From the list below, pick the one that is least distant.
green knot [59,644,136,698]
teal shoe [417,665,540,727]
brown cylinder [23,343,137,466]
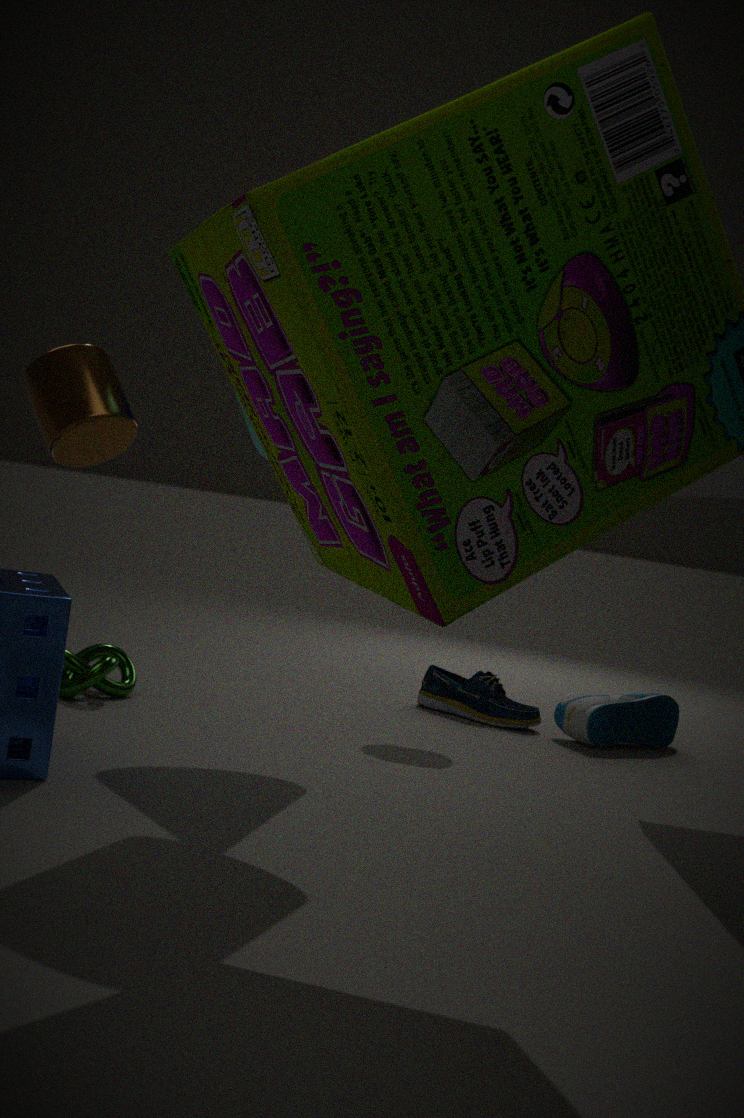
brown cylinder [23,343,137,466]
